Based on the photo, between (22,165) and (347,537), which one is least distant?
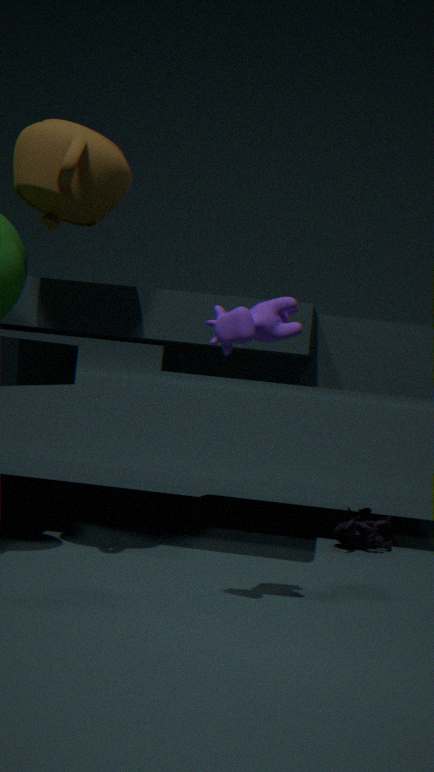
(22,165)
